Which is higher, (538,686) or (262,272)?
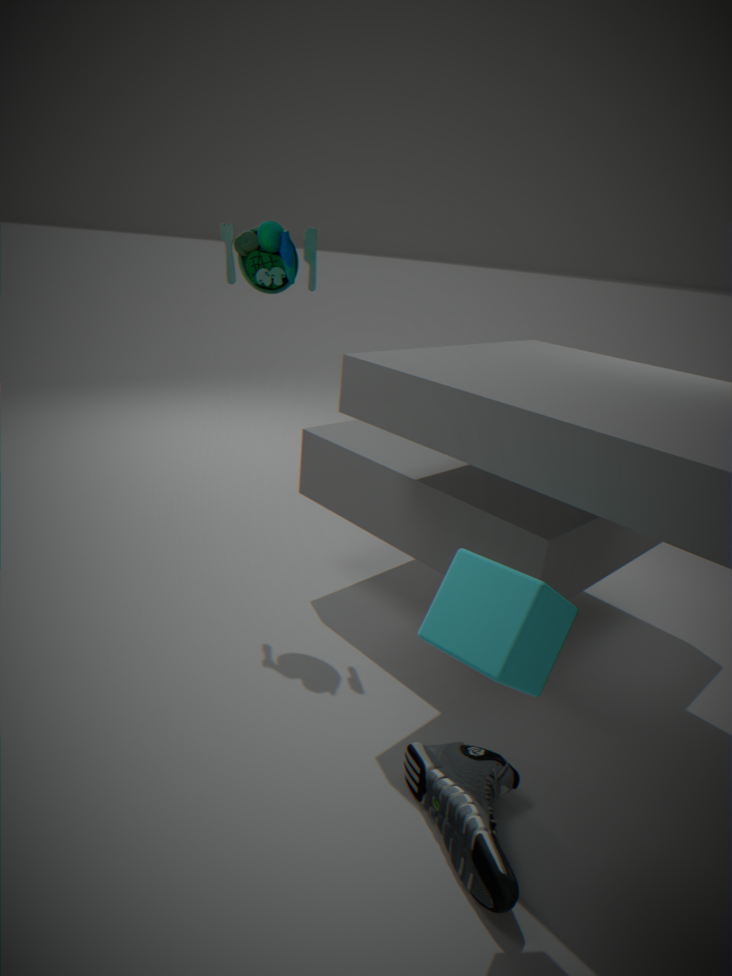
(262,272)
